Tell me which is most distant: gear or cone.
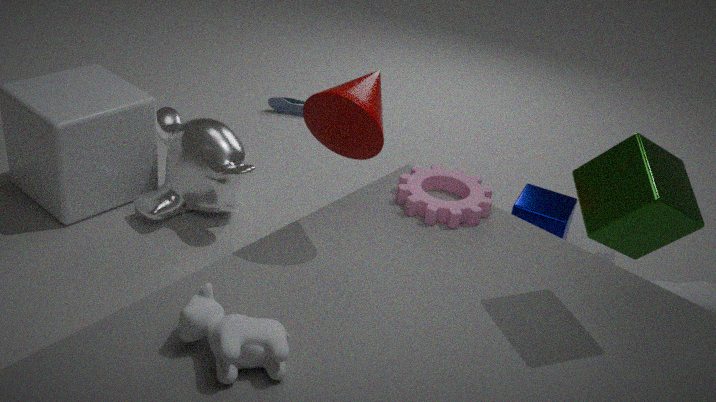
gear
